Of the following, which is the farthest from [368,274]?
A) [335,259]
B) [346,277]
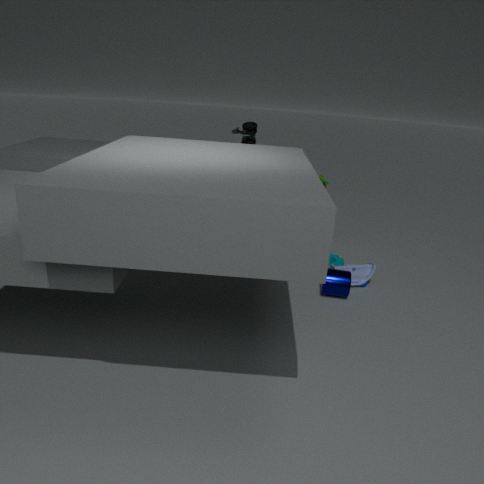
[335,259]
